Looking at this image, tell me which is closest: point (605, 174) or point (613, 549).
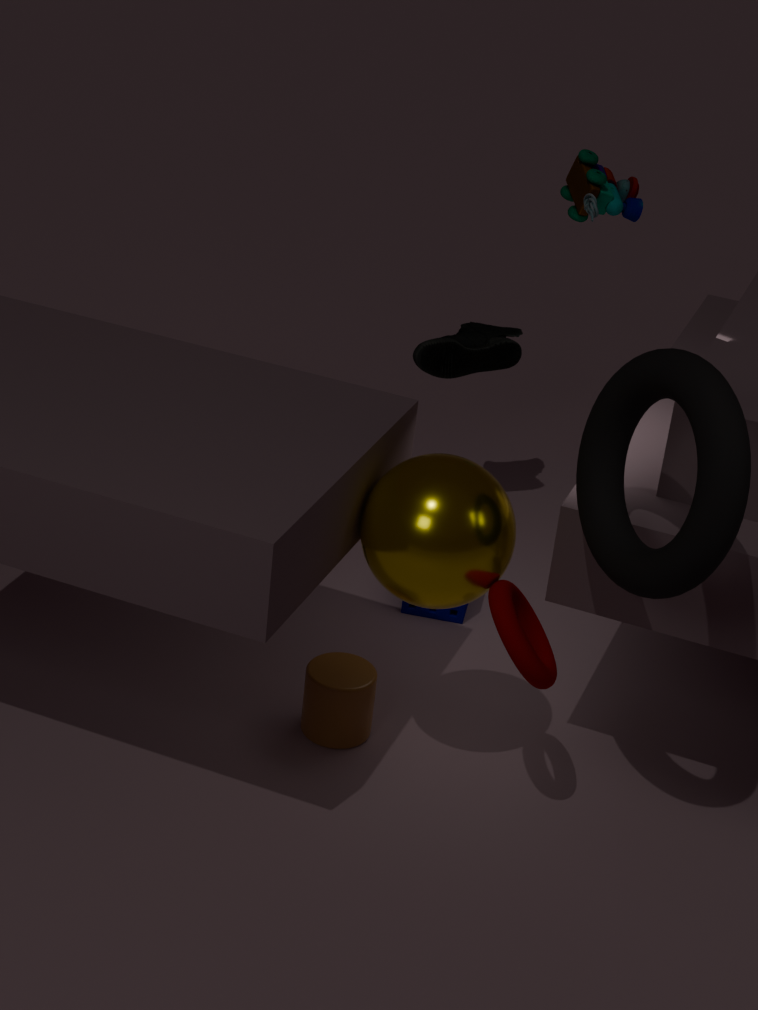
point (613, 549)
